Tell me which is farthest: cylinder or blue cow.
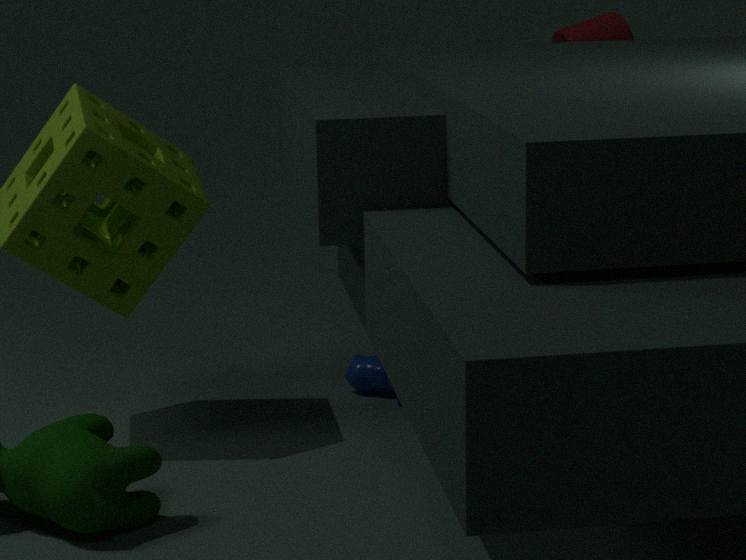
cylinder
